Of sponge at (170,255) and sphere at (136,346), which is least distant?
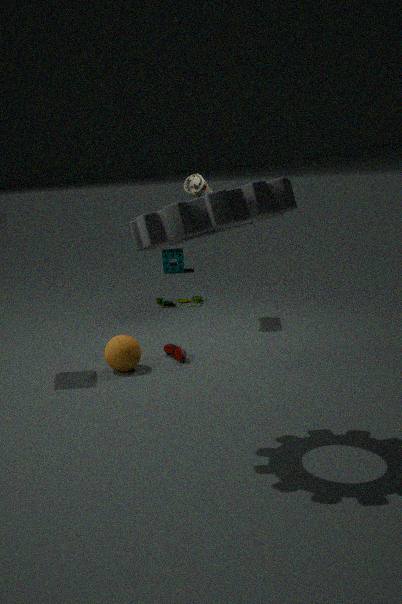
sphere at (136,346)
